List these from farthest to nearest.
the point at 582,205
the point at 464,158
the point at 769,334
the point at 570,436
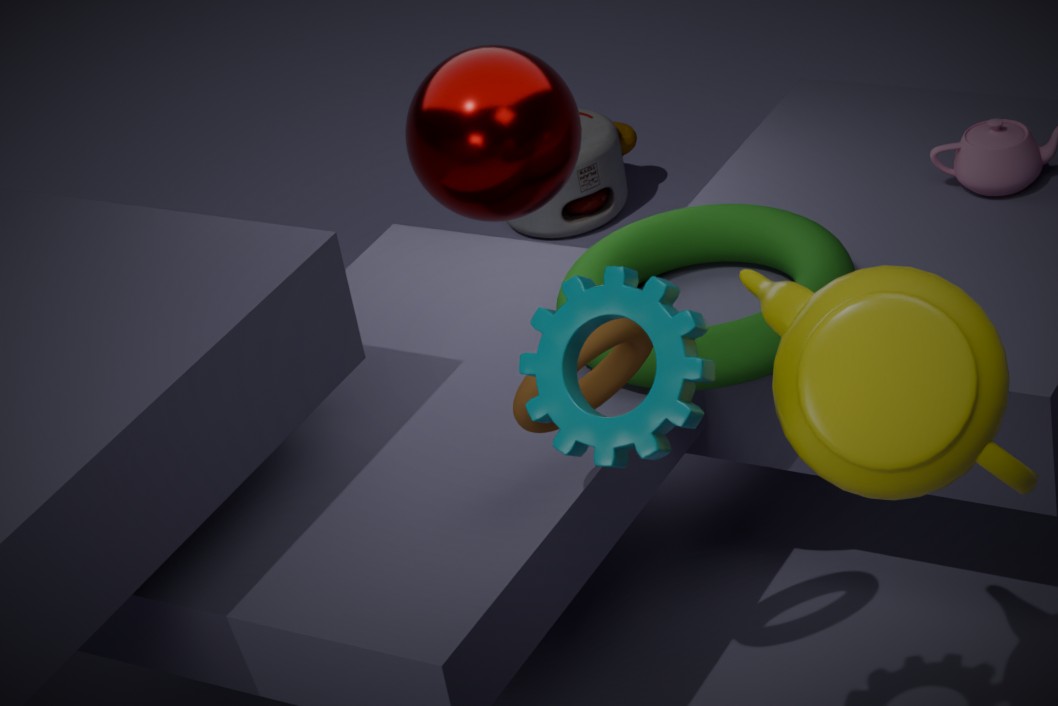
the point at 582,205
the point at 464,158
the point at 769,334
the point at 570,436
